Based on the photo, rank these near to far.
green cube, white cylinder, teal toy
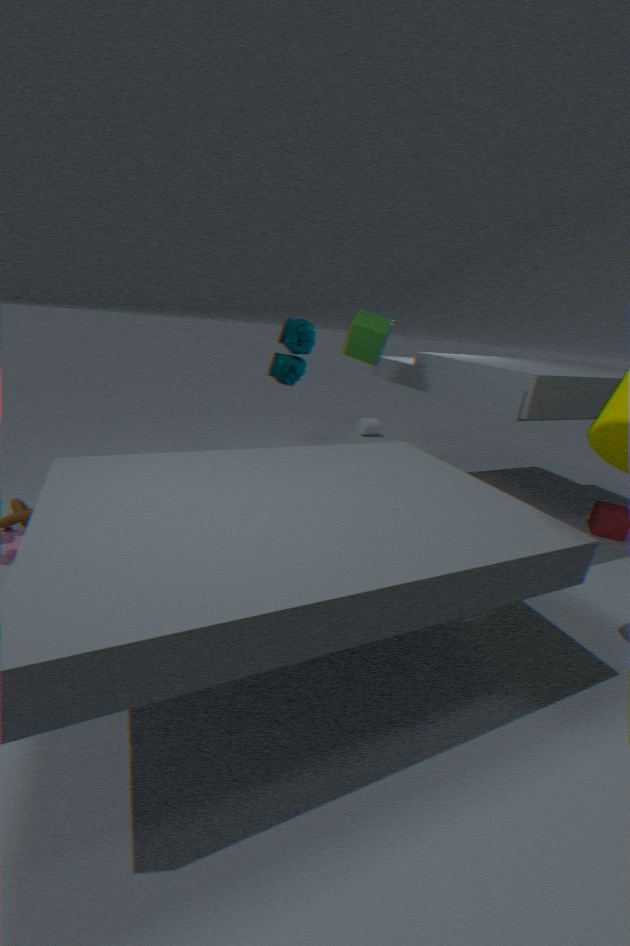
green cube
teal toy
white cylinder
